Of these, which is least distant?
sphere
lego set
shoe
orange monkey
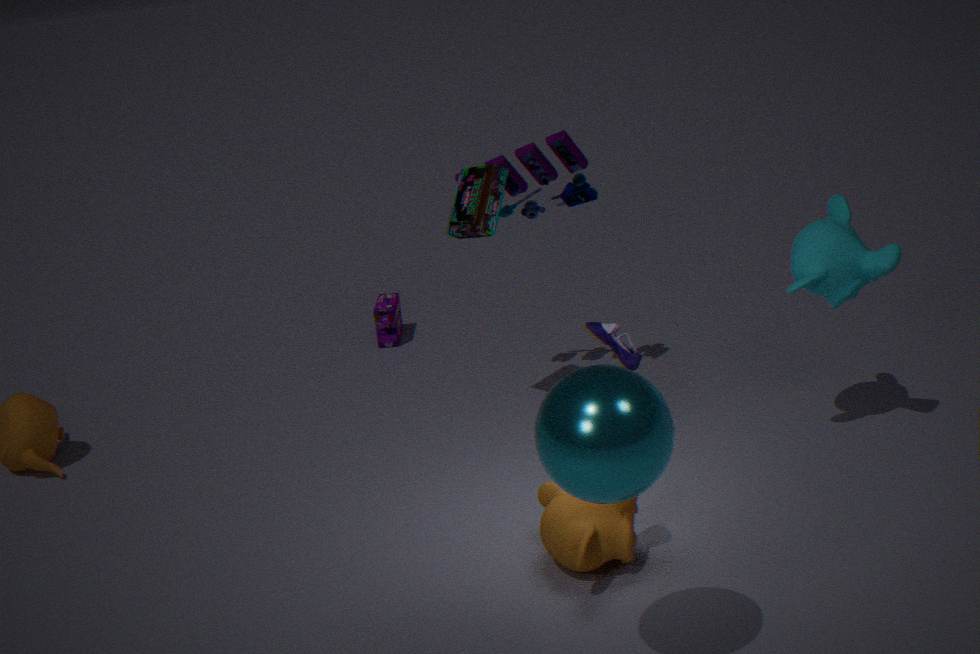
sphere
